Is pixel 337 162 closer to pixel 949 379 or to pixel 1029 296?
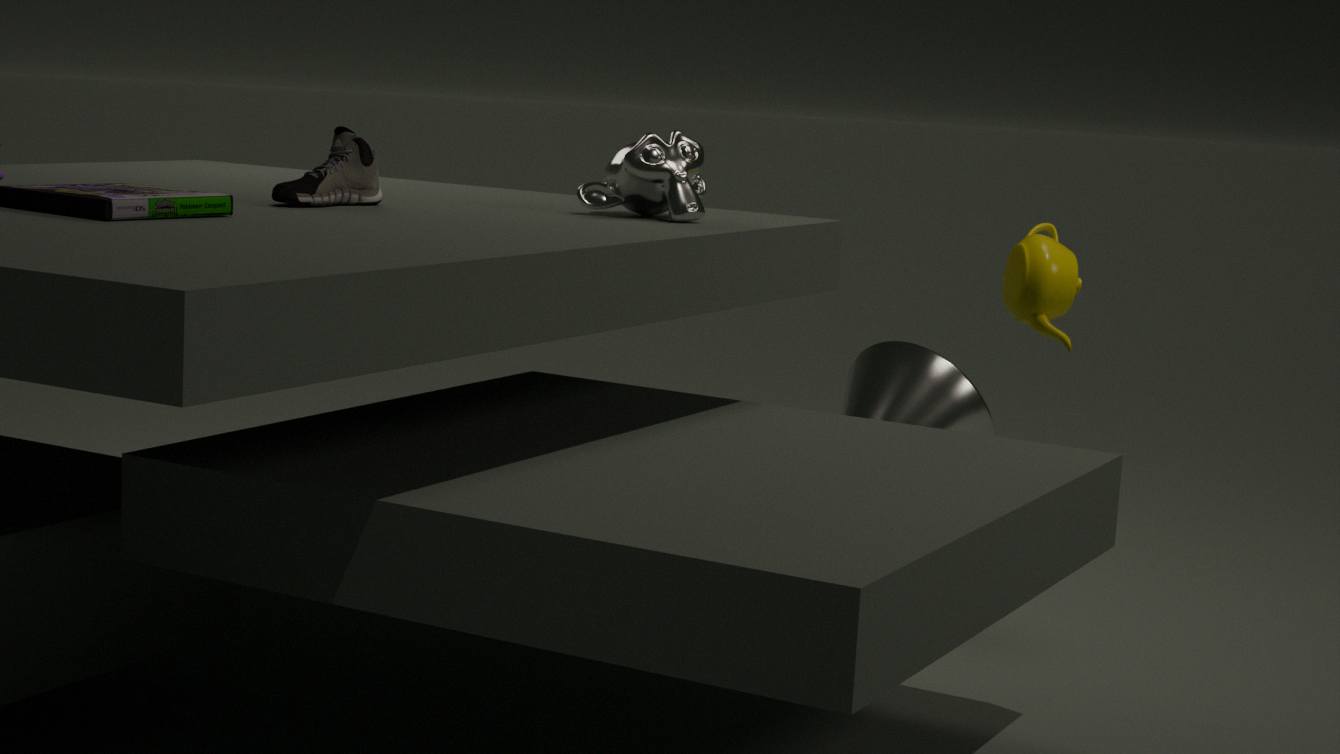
pixel 1029 296
